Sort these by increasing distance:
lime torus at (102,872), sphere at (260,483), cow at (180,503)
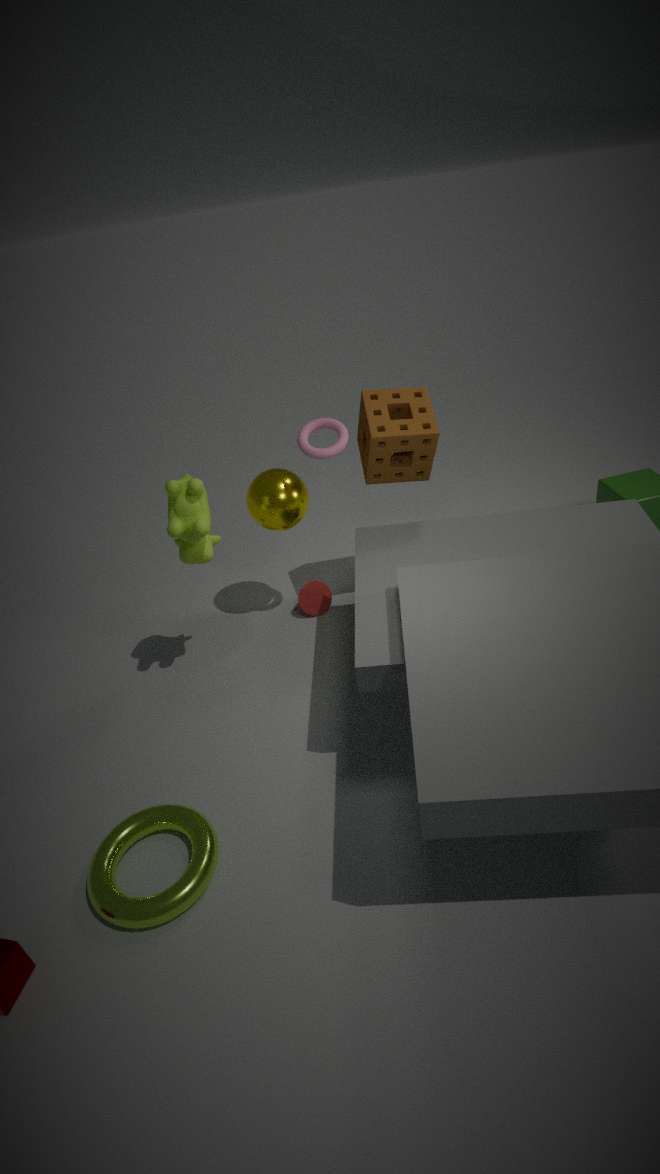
lime torus at (102,872) → cow at (180,503) → sphere at (260,483)
